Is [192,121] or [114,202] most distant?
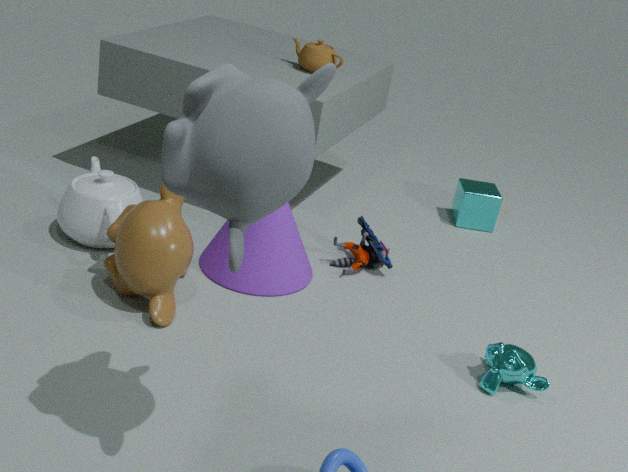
[114,202]
